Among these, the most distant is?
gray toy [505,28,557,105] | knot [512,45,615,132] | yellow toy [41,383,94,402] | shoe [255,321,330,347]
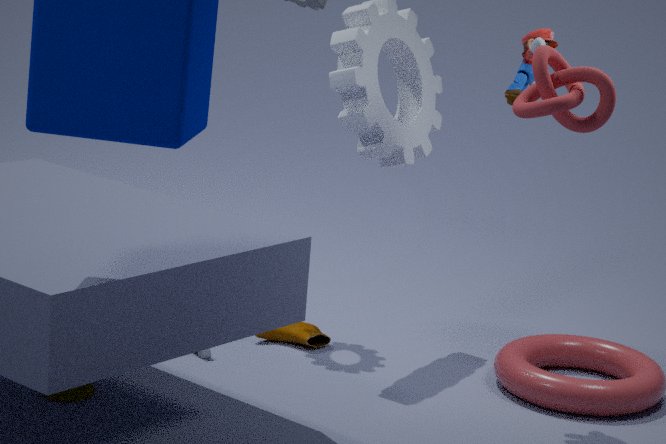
shoe [255,321,330,347]
